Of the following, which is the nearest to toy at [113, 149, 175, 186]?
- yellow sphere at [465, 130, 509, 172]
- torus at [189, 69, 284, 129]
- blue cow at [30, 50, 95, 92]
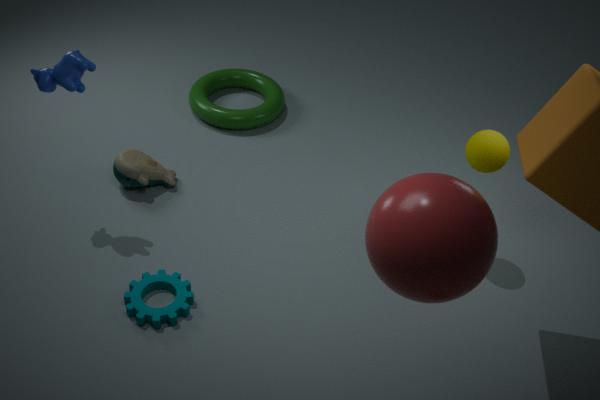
torus at [189, 69, 284, 129]
